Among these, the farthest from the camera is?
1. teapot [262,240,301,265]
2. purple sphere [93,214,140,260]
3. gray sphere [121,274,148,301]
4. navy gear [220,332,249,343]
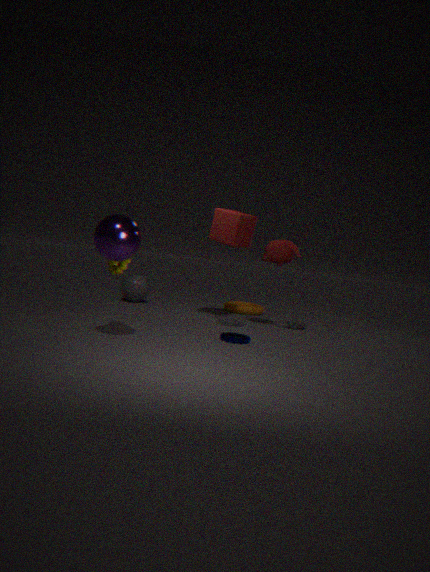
gray sphere [121,274,148,301]
